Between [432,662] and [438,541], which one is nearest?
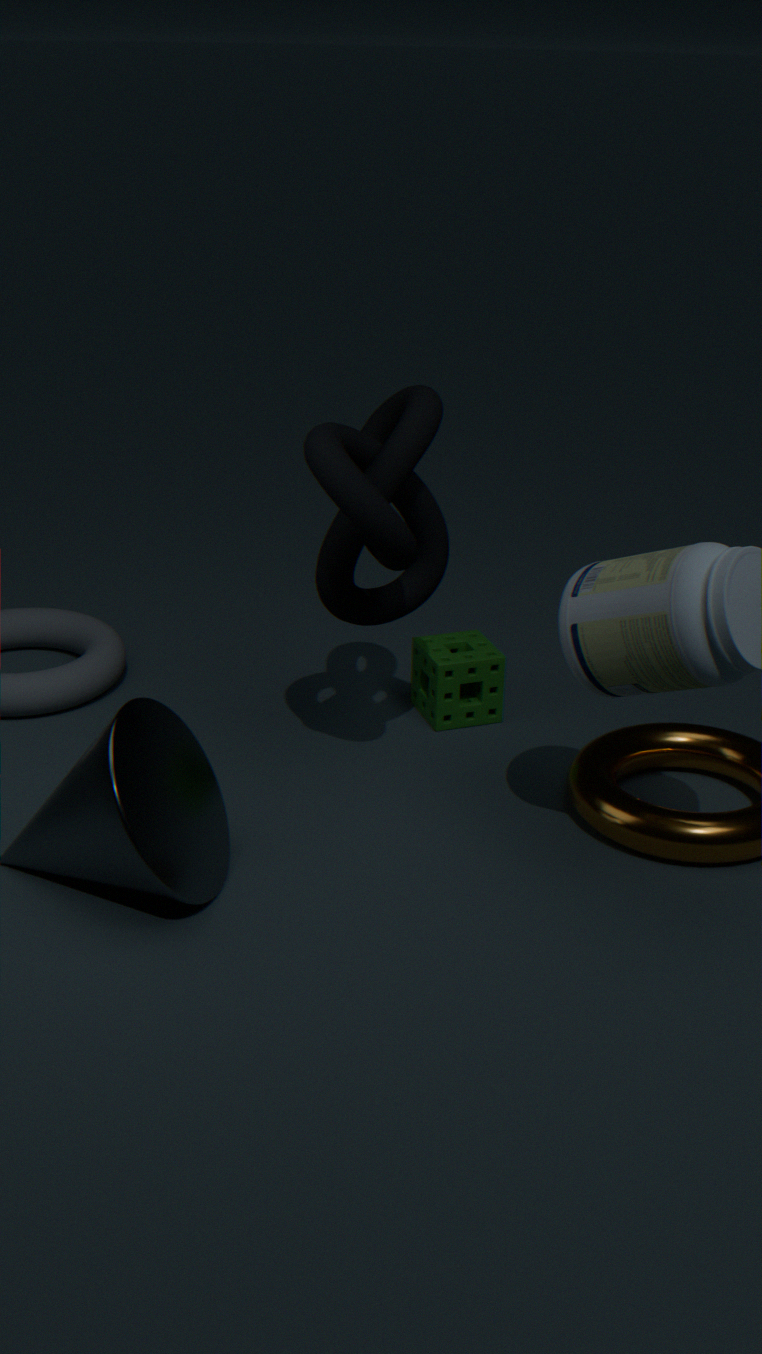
[438,541]
